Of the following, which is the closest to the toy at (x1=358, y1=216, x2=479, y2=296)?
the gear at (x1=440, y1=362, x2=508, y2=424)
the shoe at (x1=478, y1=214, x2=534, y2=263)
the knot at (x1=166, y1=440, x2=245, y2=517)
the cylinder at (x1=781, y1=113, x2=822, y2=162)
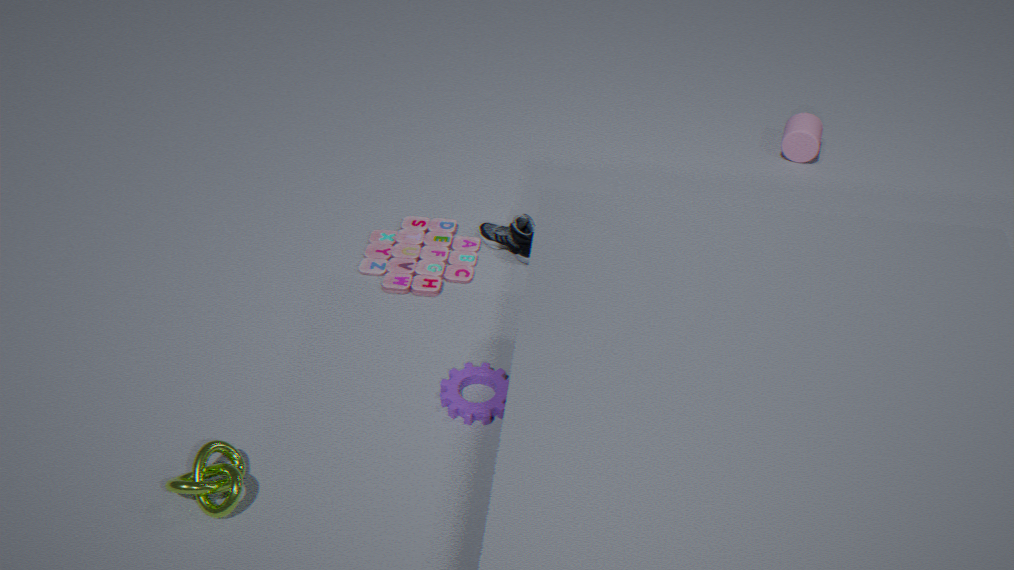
the shoe at (x1=478, y1=214, x2=534, y2=263)
